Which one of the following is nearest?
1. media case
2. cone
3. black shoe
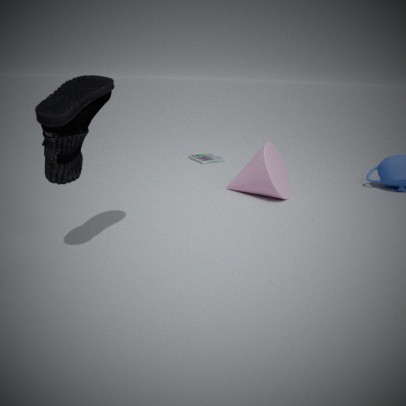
black shoe
